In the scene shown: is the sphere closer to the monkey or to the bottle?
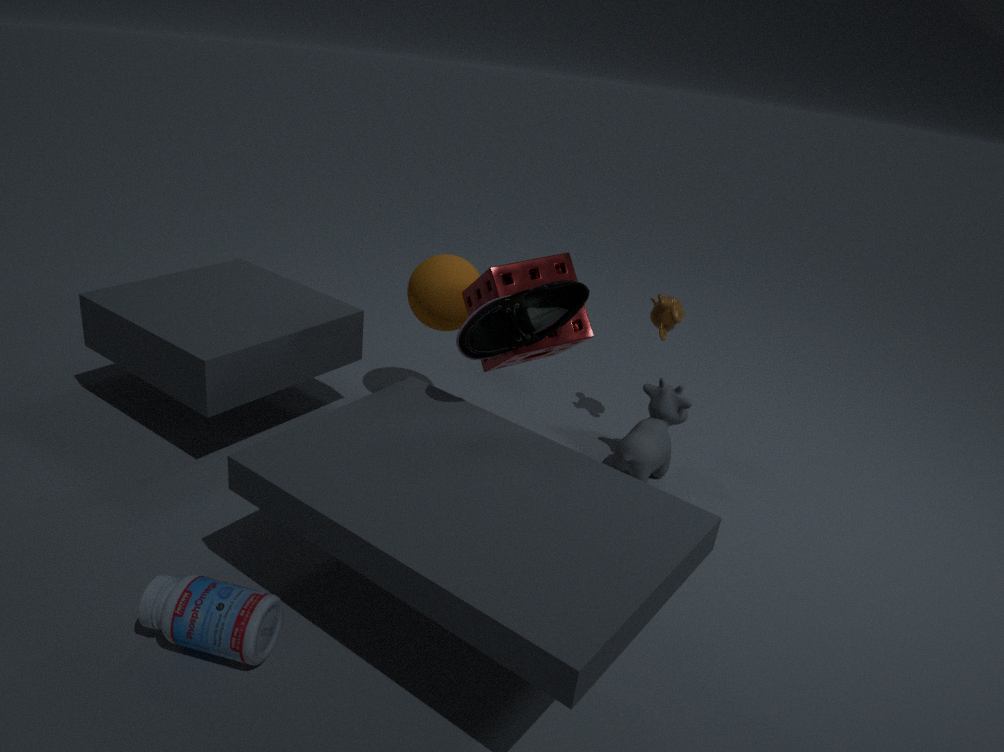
the monkey
